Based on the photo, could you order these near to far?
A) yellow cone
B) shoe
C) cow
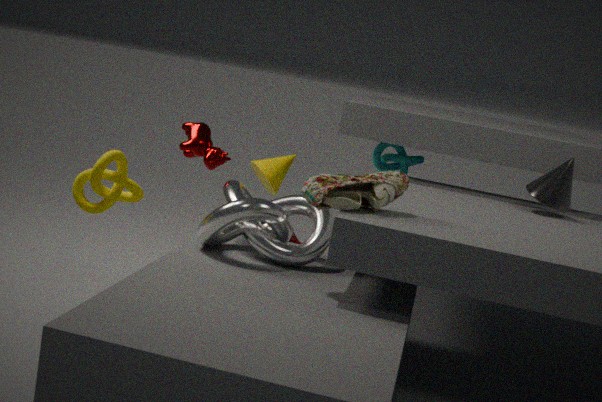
shoe, cow, yellow cone
